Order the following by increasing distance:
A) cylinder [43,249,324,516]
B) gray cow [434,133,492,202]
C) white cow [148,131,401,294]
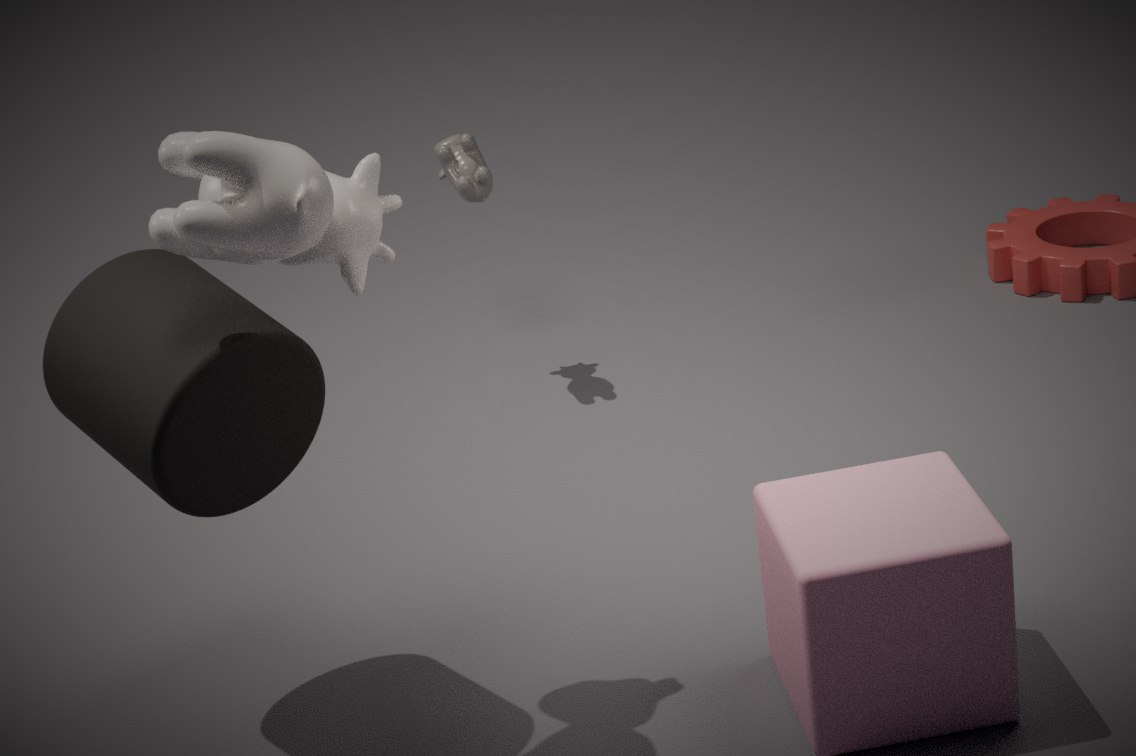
white cow [148,131,401,294]
cylinder [43,249,324,516]
gray cow [434,133,492,202]
